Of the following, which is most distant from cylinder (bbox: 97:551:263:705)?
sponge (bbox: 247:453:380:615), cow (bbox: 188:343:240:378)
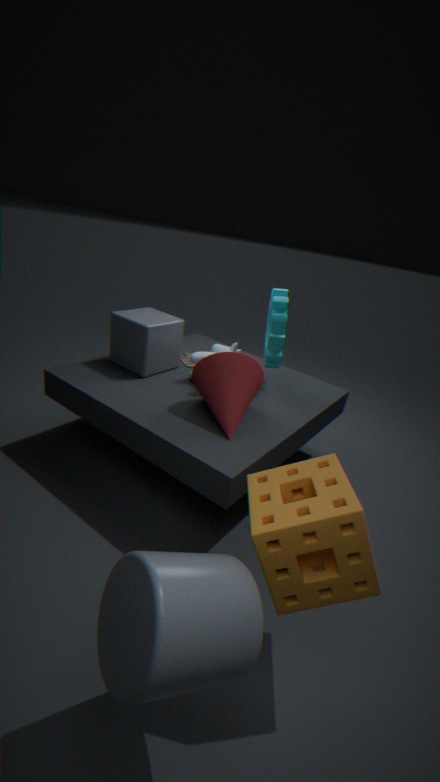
cow (bbox: 188:343:240:378)
